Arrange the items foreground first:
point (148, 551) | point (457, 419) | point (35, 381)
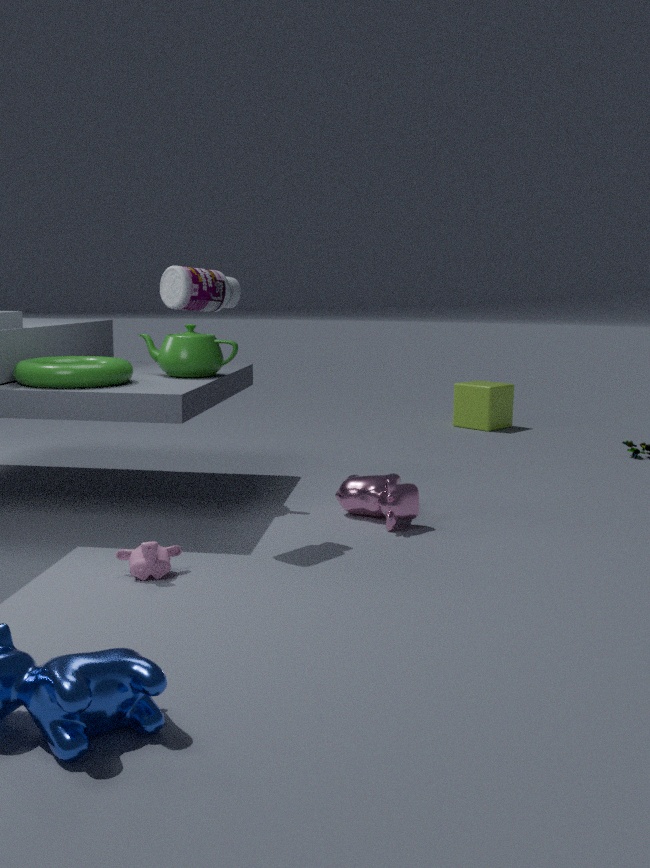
1. point (148, 551)
2. point (35, 381)
3. point (457, 419)
